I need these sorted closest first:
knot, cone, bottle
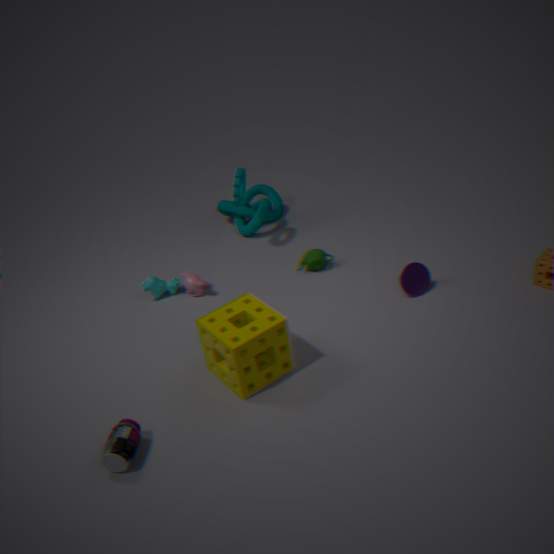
bottle
cone
knot
